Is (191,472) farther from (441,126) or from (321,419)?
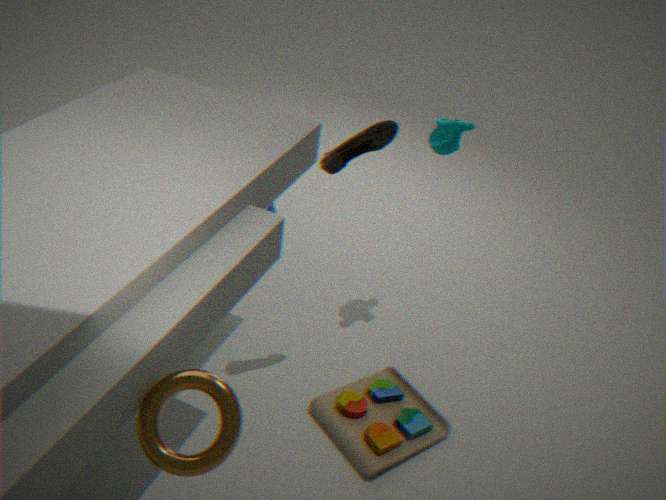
(441,126)
